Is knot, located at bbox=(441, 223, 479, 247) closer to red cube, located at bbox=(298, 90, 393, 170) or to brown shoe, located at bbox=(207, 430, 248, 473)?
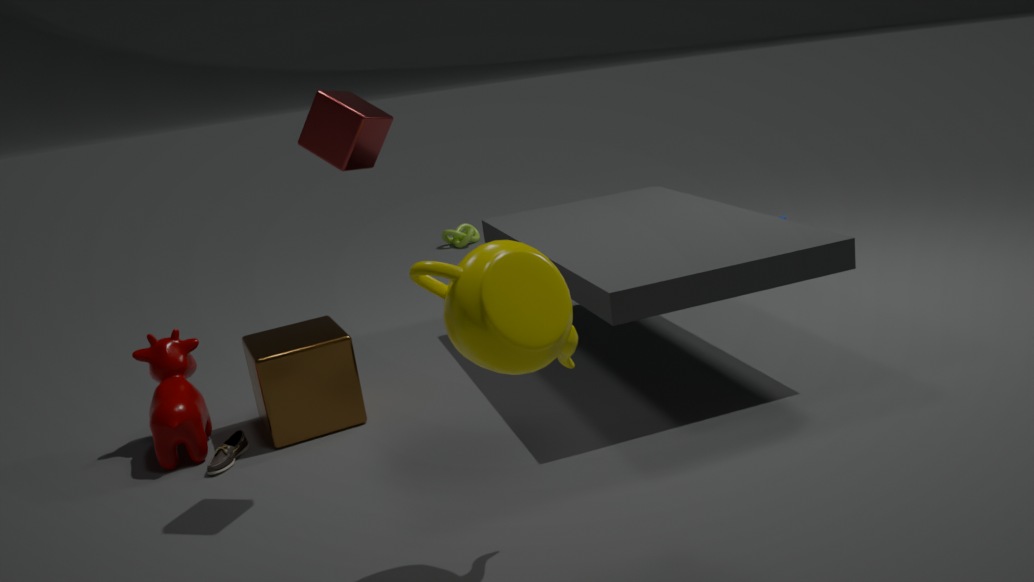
brown shoe, located at bbox=(207, 430, 248, 473)
